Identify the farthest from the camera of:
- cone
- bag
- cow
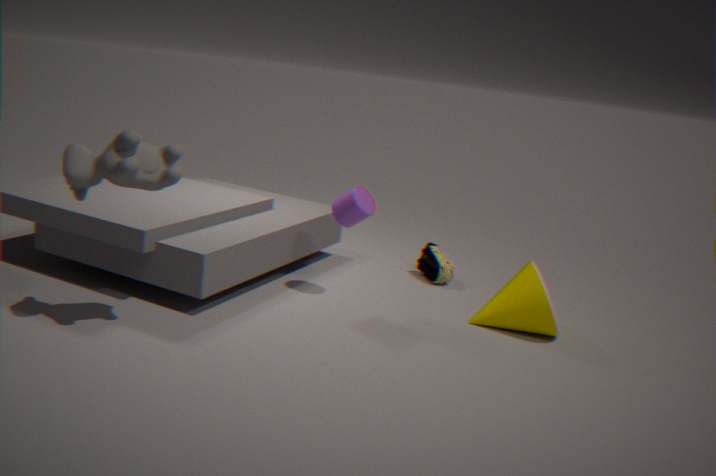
bag
